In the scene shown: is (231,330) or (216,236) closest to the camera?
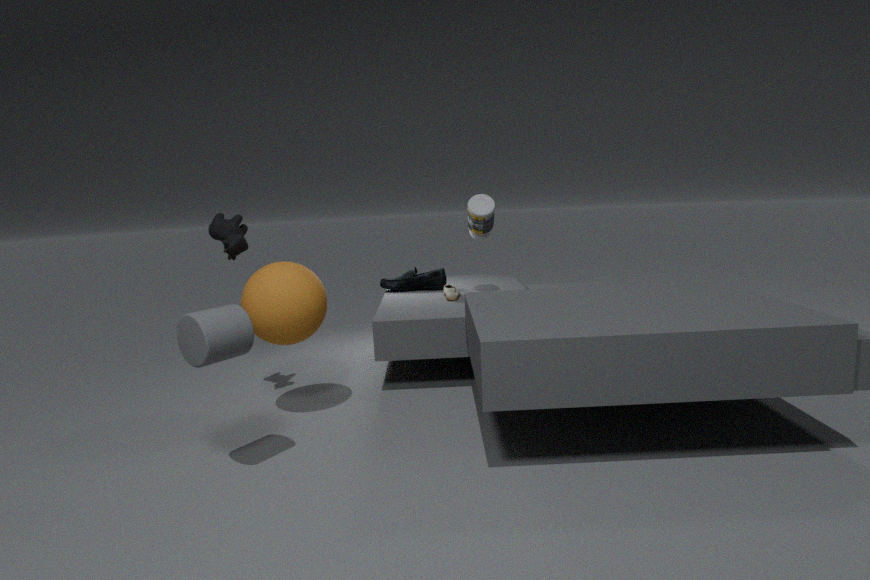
(231,330)
